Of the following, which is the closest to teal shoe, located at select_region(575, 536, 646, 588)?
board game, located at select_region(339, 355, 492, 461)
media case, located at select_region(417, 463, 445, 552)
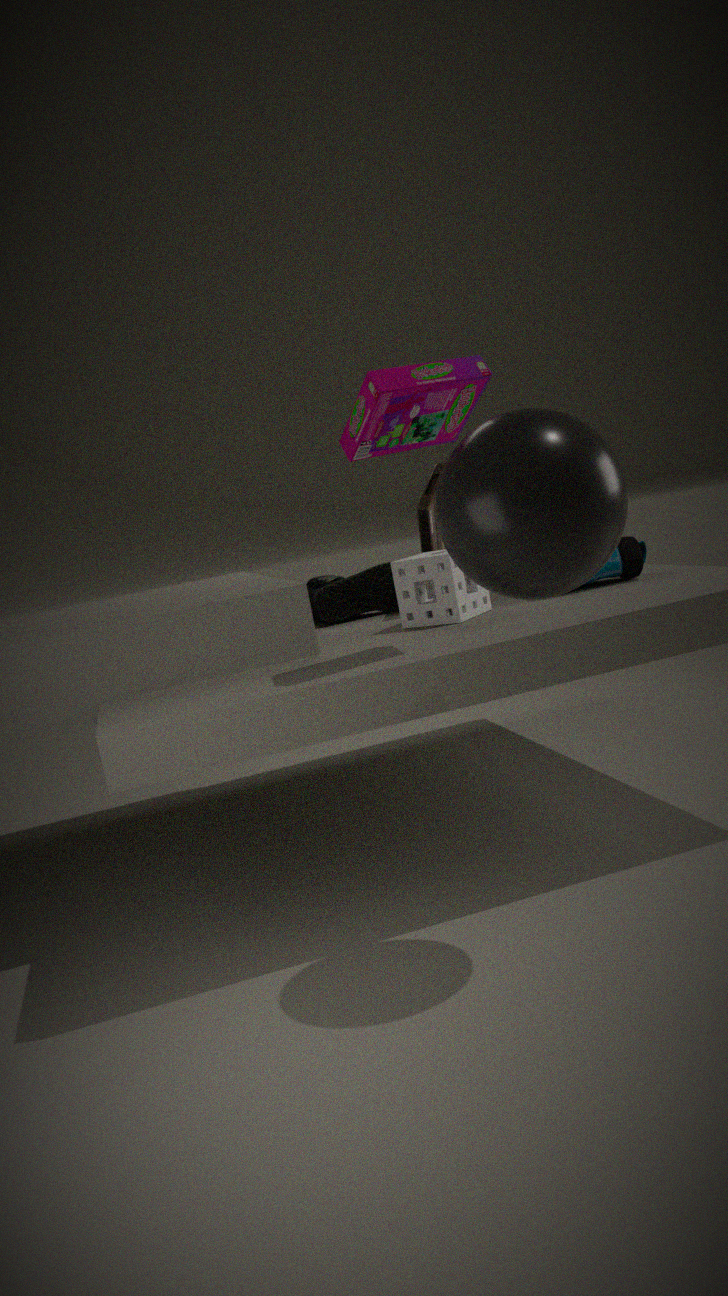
media case, located at select_region(417, 463, 445, 552)
